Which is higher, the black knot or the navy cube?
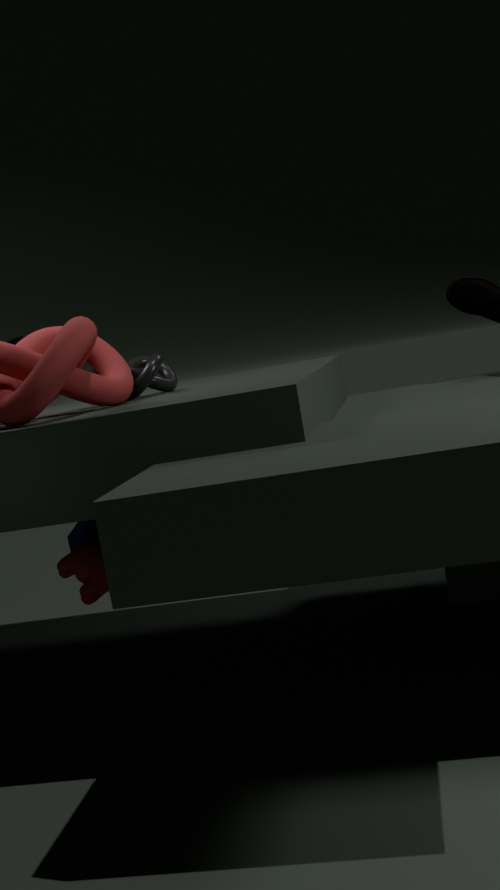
the black knot
